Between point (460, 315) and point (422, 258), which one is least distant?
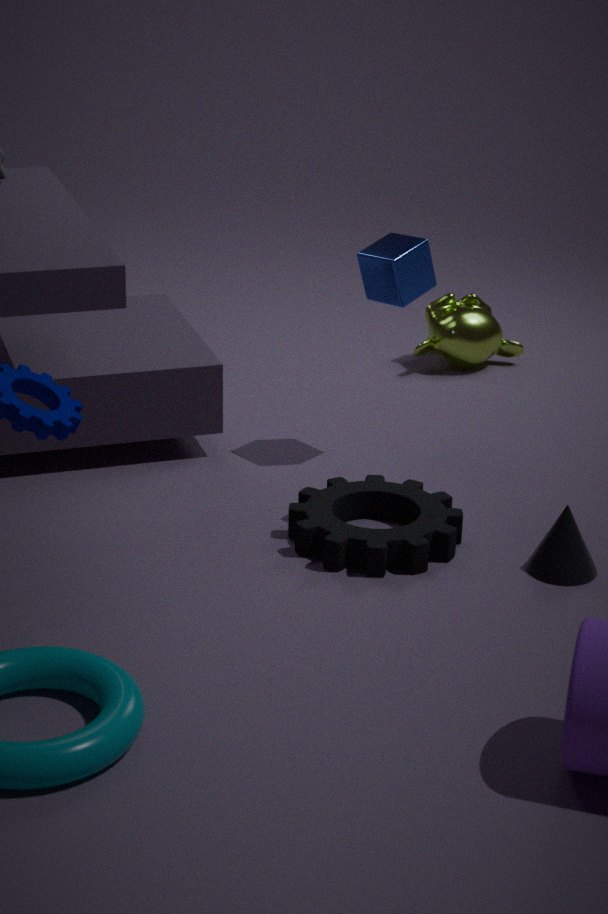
point (422, 258)
